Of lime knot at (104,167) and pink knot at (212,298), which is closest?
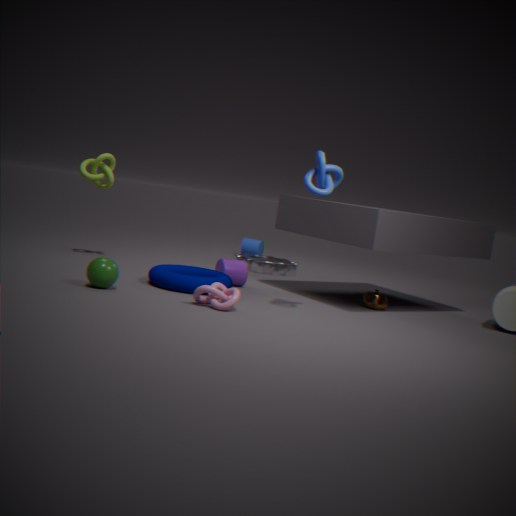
pink knot at (212,298)
